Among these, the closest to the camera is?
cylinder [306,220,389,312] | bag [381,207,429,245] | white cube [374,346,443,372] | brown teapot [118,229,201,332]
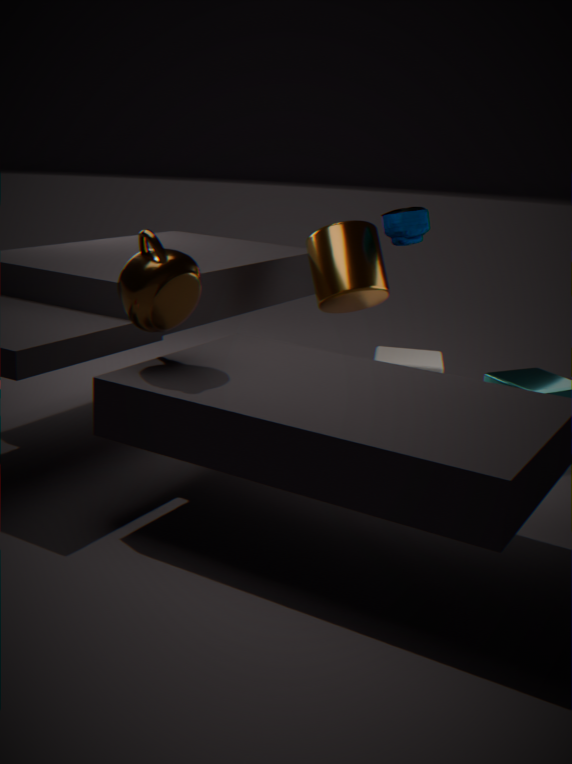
brown teapot [118,229,201,332]
